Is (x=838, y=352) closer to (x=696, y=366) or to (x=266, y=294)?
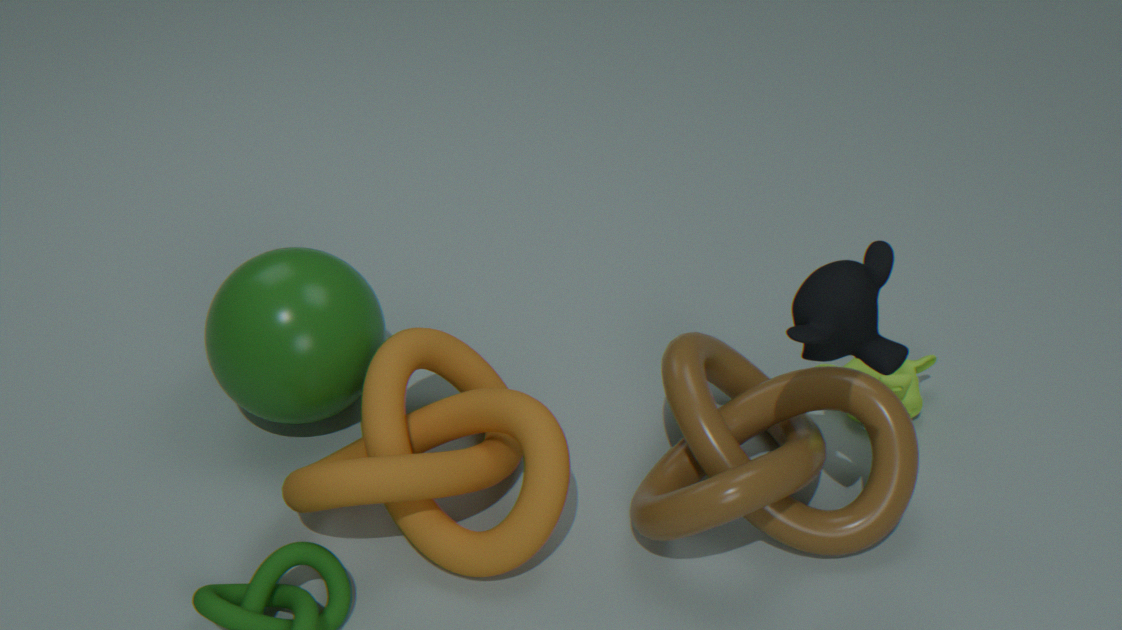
(x=696, y=366)
